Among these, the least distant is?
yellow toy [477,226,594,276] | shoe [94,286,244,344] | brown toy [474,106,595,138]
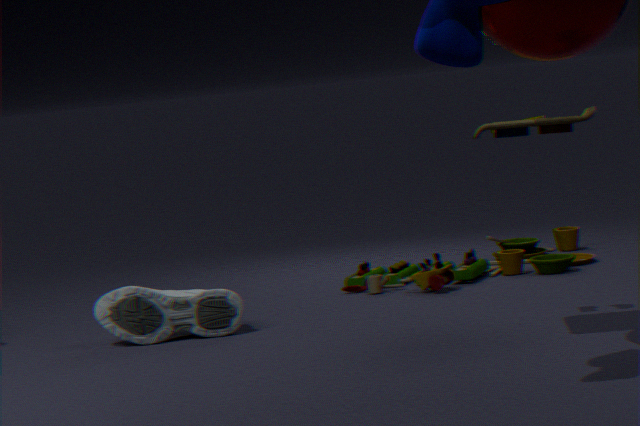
brown toy [474,106,595,138]
